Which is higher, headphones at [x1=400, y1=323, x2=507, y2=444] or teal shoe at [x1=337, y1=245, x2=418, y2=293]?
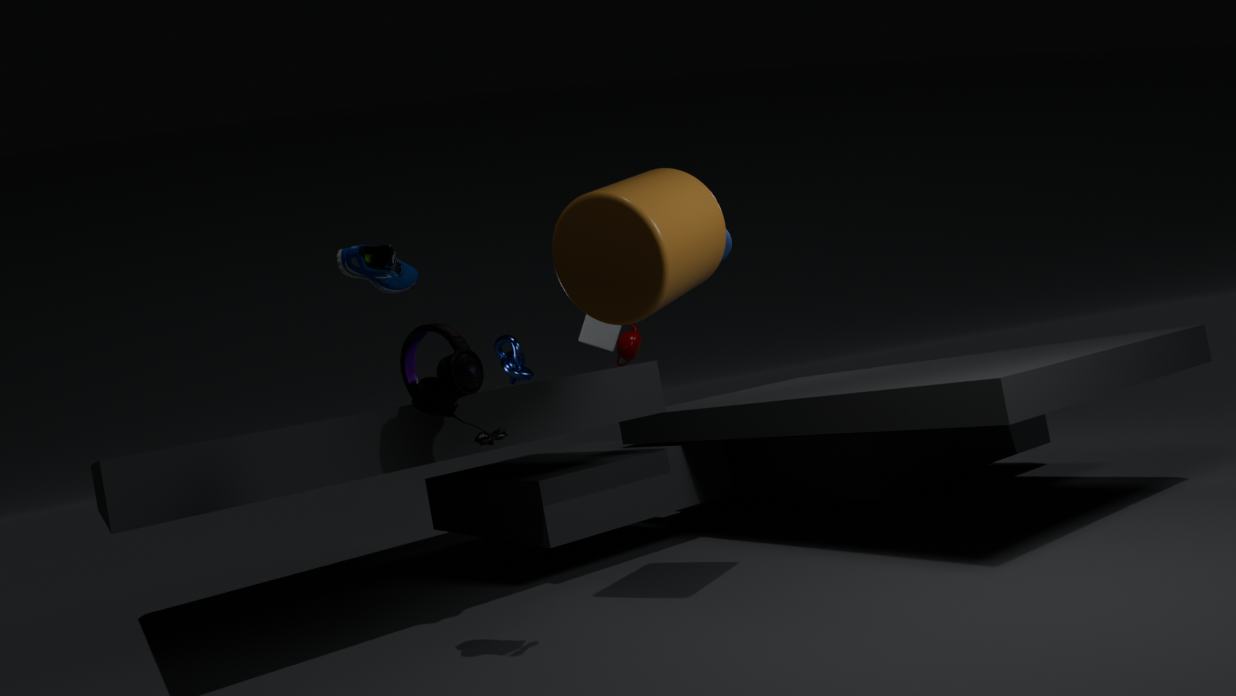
teal shoe at [x1=337, y1=245, x2=418, y2=293]
